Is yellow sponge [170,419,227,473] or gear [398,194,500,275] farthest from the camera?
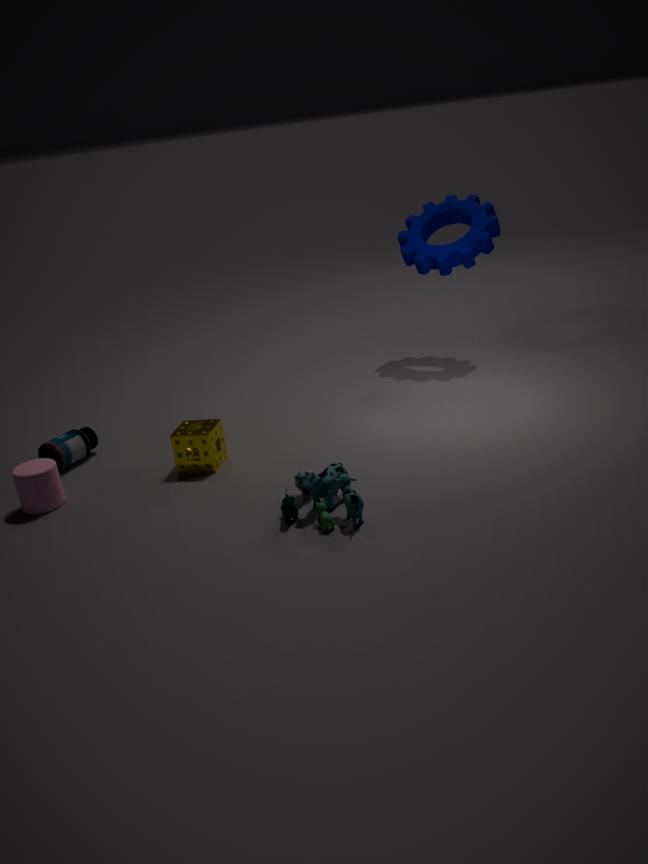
gear [398,194,500,275]
